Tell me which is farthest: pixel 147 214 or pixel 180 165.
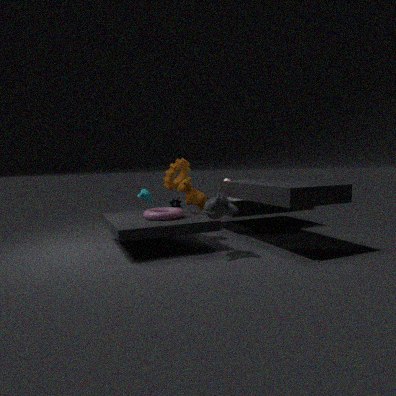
pixel 180 165
